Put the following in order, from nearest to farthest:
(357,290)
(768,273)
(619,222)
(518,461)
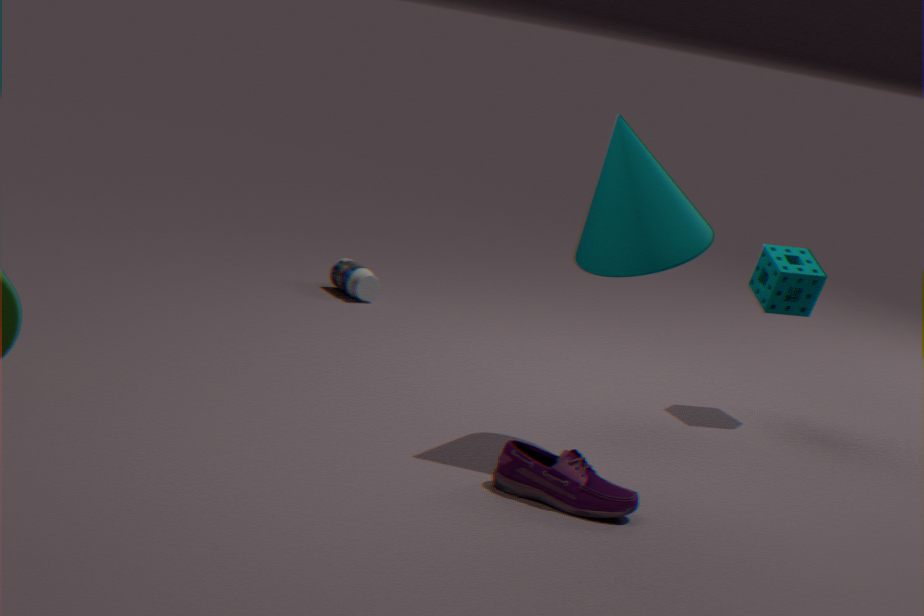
(518,461) → (619,222) → (768,273) → (357,290)
